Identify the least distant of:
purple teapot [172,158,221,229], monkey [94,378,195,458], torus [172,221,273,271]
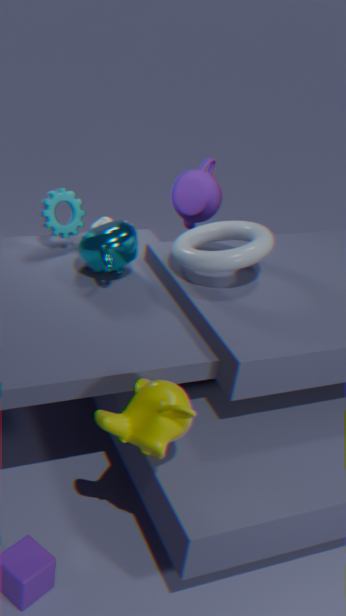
monkey [94,378,195,458]
